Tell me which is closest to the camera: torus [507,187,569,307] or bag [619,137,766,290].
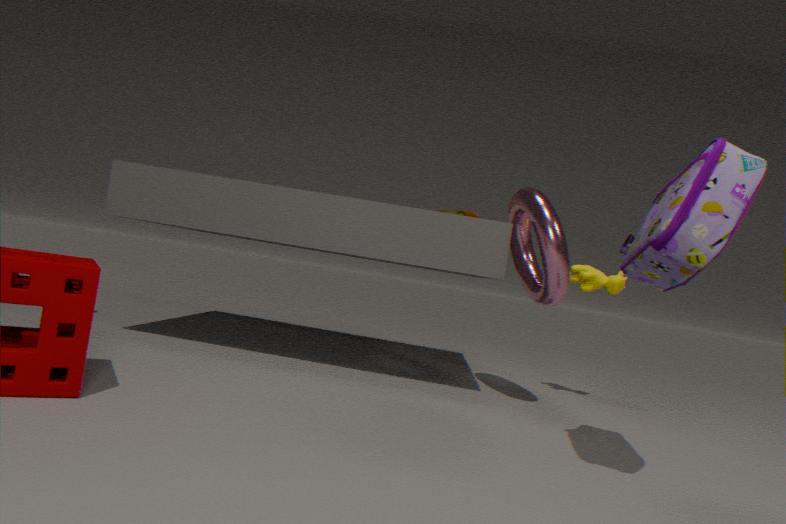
bag [619,137,766,290]
